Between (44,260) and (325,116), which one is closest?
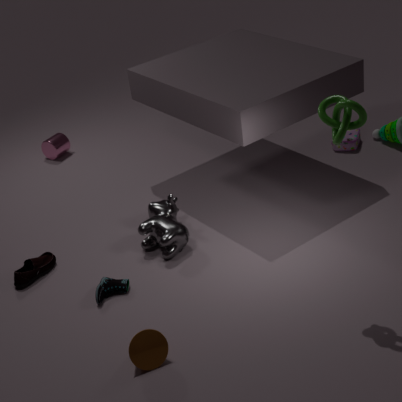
(325,116)
